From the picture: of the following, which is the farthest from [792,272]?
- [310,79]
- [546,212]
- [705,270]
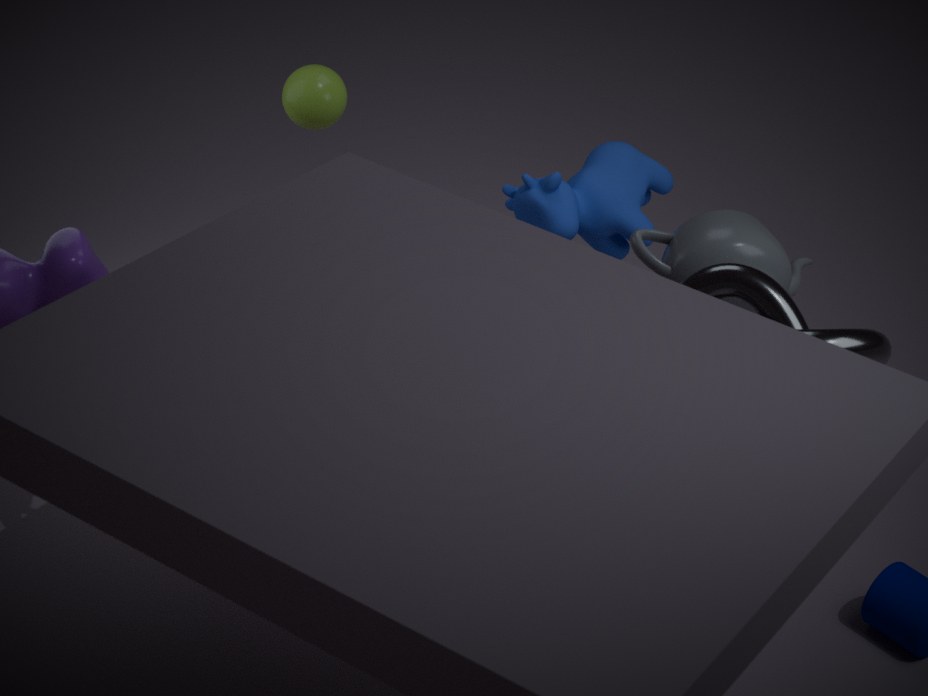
[310,79]
